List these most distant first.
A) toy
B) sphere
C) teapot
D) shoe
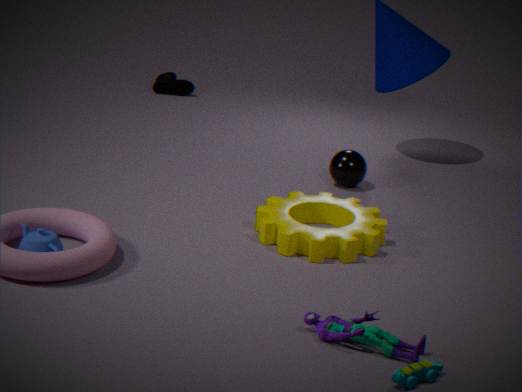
shoe → sphere → teapot → toy
